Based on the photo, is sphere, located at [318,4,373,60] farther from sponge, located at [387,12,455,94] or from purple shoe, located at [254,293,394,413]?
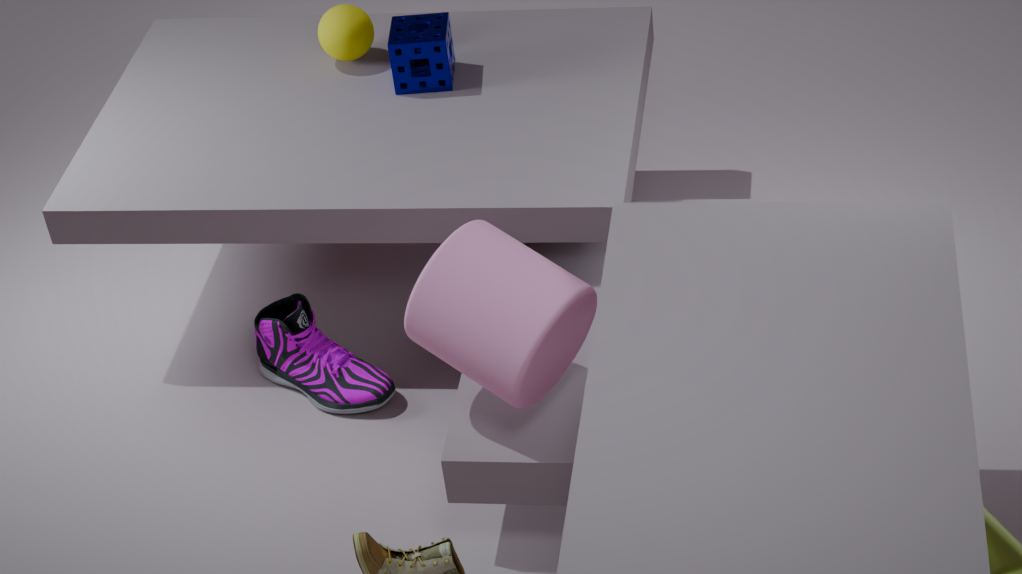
purple shoe, located at [254,293,394,413]
